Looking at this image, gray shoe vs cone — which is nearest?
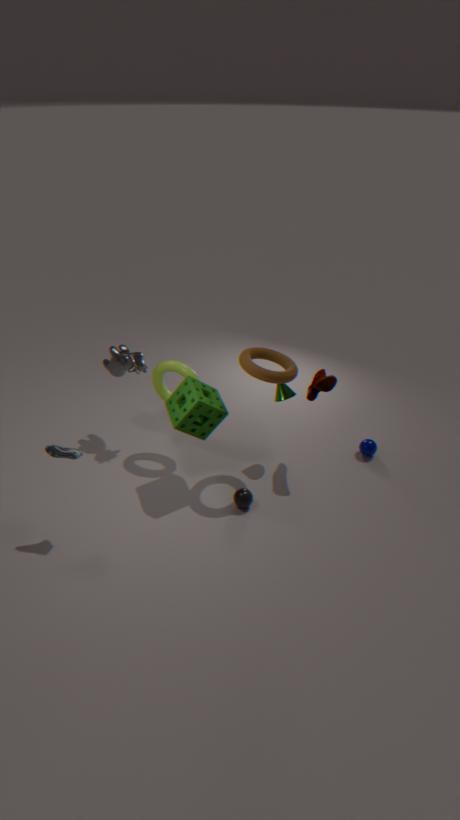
gray shoe
